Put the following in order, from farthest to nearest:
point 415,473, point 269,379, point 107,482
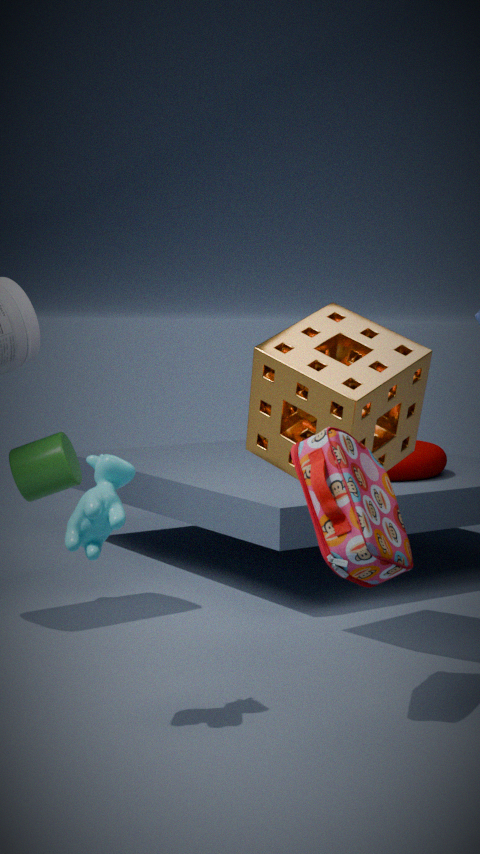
point 415,473, point 269,379, point 107,482
